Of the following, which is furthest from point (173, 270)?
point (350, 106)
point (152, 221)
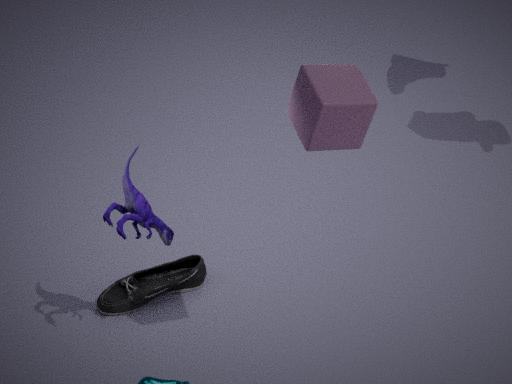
point (350, 106)
